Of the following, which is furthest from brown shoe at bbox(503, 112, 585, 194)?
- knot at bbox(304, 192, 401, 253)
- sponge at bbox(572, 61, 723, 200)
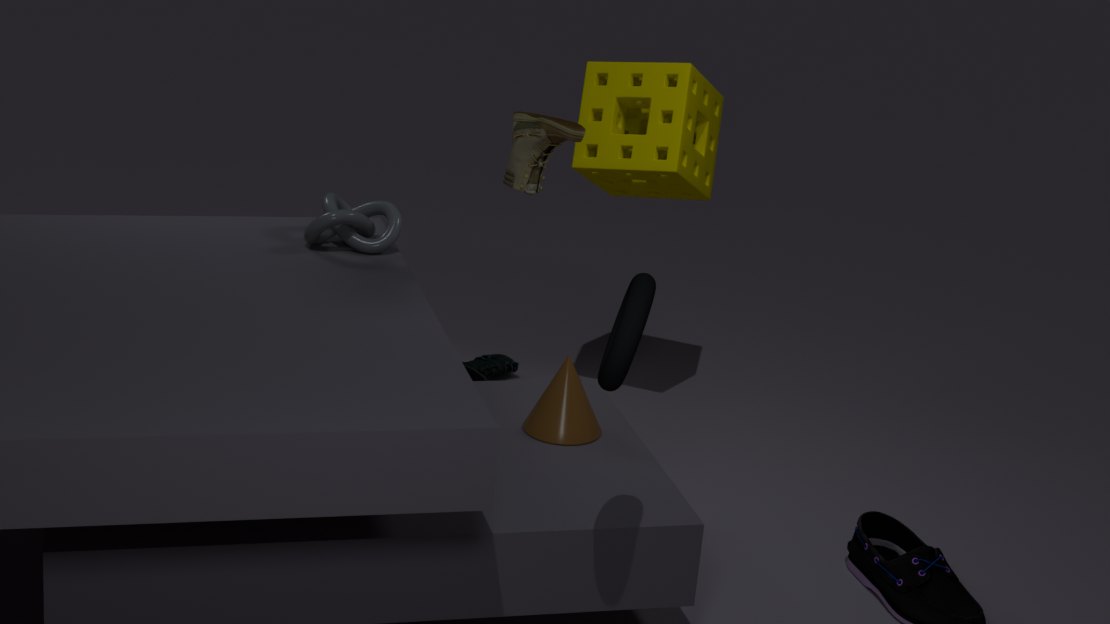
sponge at bbox(572, 61, 723, 200)
